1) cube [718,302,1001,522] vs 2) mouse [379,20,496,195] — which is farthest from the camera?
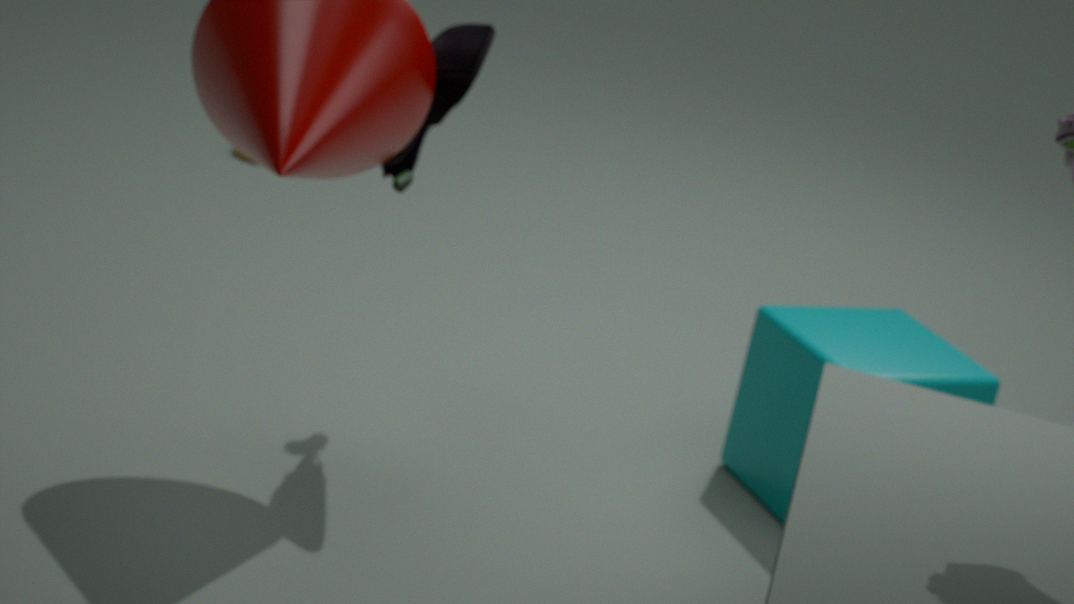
1. cube [718,302,1001,522]
